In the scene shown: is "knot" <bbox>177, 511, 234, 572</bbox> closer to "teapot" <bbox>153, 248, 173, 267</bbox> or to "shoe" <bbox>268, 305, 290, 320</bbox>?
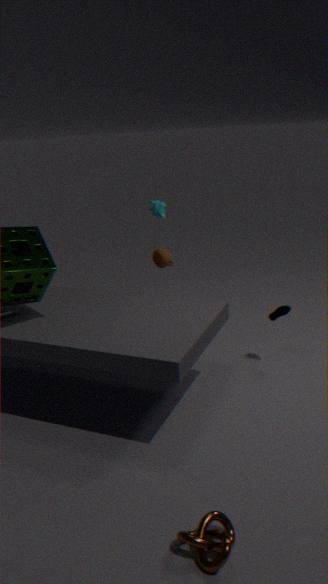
"shoe" <bbox>268, 305, 290, 320</bbox>
